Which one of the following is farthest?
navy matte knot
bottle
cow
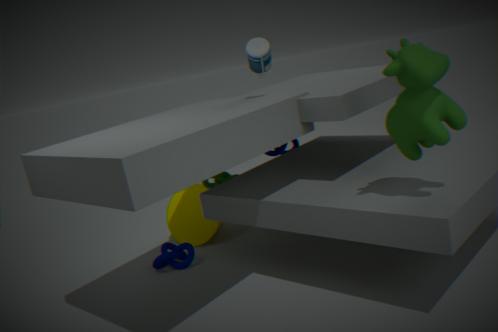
navy matte knot
